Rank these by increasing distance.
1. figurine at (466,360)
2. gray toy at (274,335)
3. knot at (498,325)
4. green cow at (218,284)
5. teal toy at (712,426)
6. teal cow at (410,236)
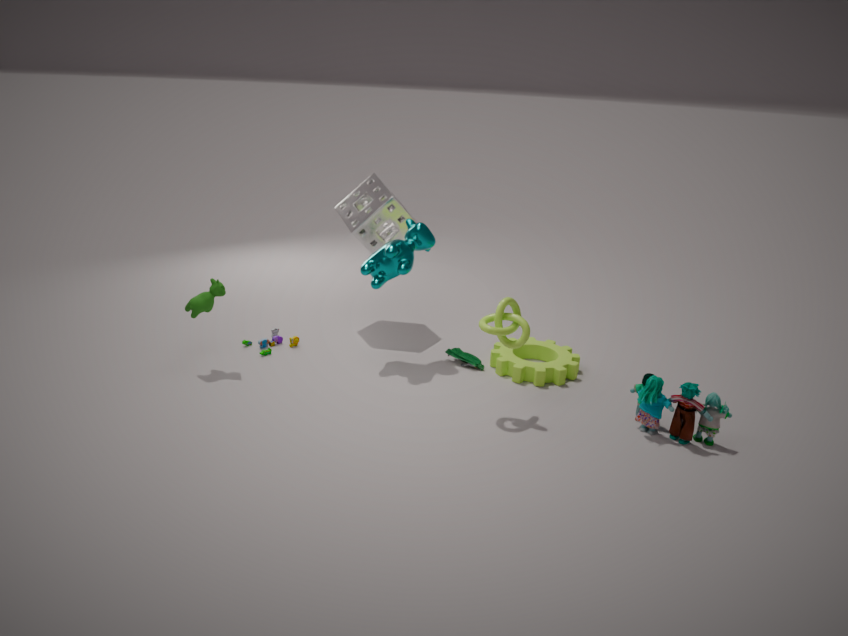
teal toy at (712,426) → knot at (498,325) → green cow at (218,284) → teal cow at (410,236) → figurine at (466,360) → gray toy at (274,335)
